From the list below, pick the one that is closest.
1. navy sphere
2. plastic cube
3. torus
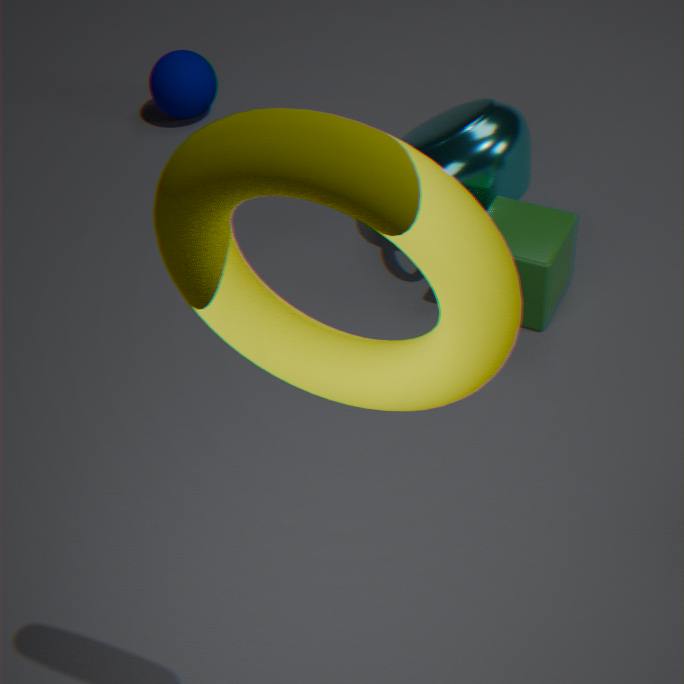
torus
